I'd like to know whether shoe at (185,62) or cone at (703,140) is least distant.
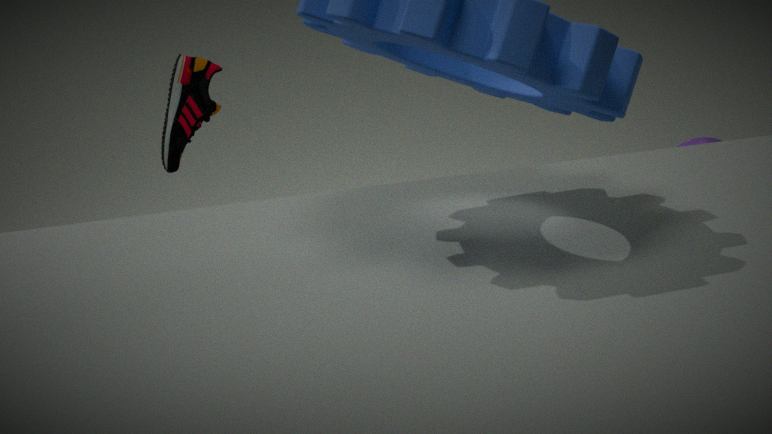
shoe at (185,62)
